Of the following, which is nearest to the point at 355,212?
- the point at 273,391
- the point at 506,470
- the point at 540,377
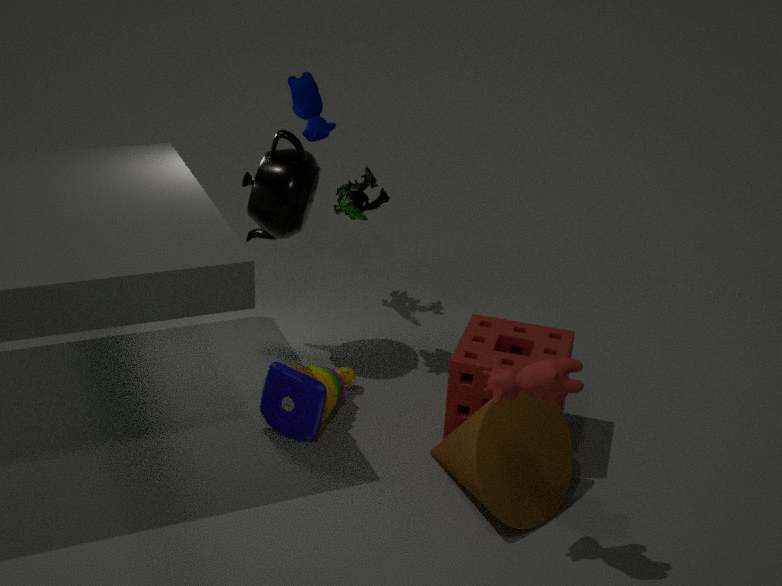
the point at 273,391
